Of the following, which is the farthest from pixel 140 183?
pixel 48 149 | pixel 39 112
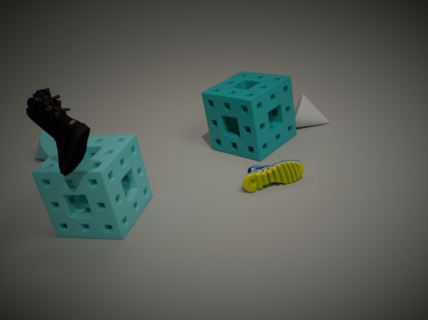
pixel 48 149
